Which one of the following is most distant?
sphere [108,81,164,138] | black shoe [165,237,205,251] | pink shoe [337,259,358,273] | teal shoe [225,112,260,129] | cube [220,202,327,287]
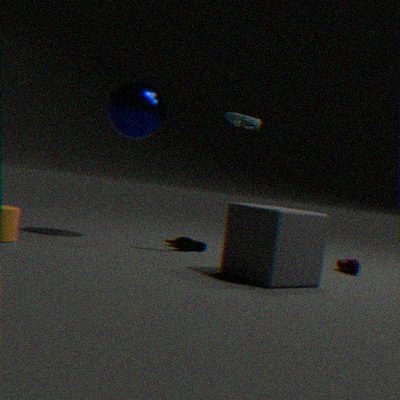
black shoe [165,237,205,251]
